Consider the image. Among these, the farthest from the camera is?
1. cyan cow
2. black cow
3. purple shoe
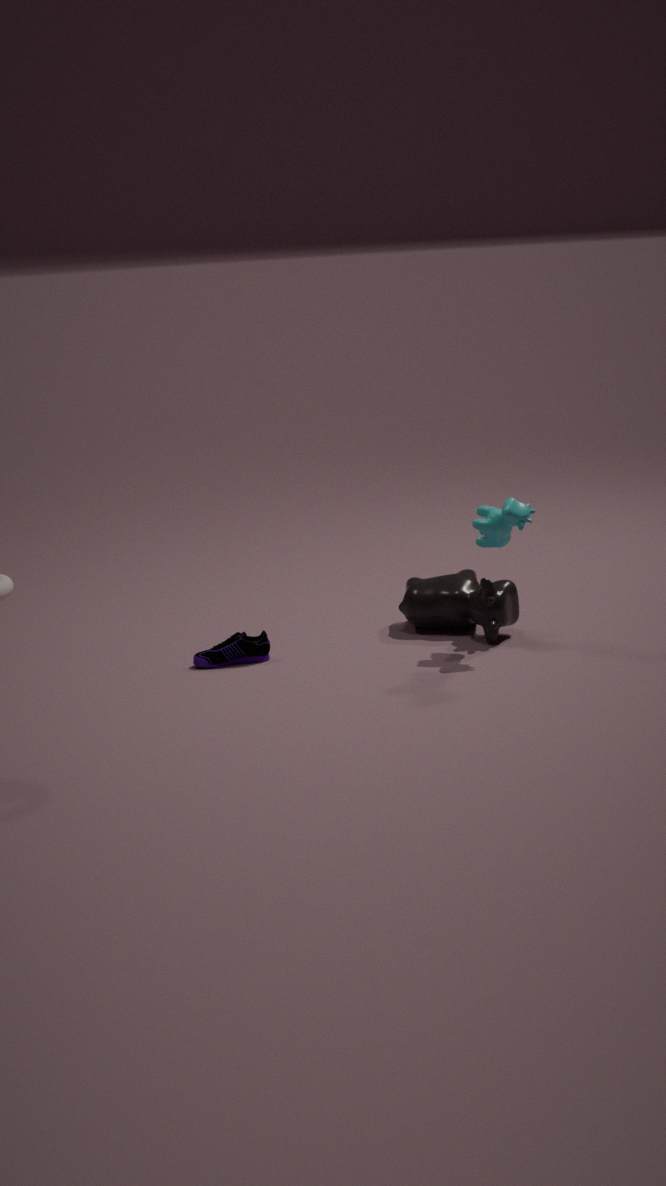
black cow
